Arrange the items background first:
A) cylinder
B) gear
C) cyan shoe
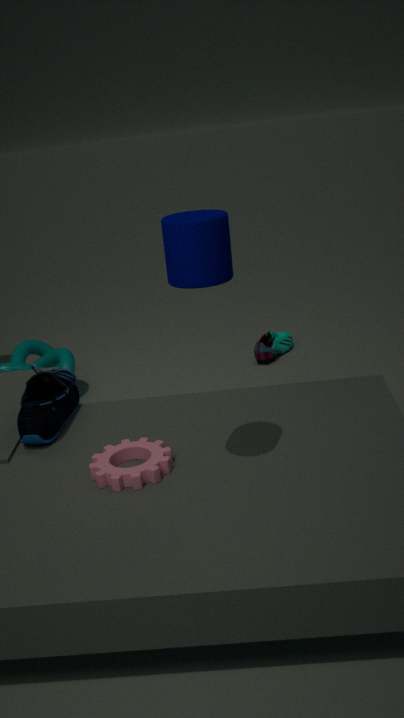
cyan shoe
gear
cylinder
